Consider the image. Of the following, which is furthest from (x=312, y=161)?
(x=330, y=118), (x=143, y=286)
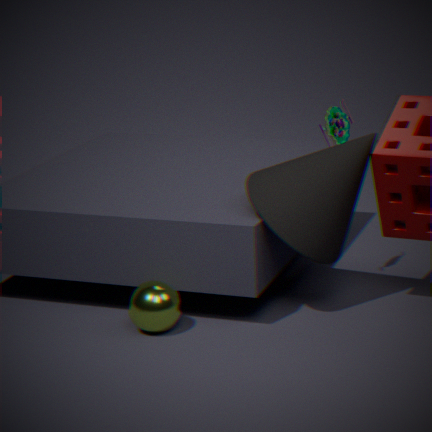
(x=143, y=286)
